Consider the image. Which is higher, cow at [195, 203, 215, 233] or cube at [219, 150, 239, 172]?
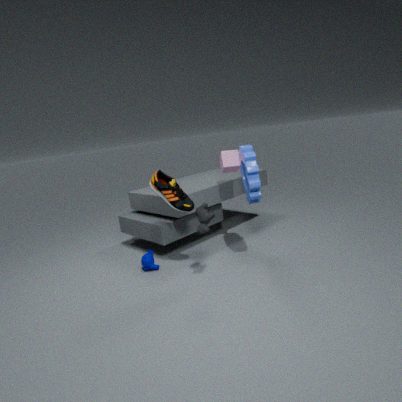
cube at [219, 150, 239, 172]
